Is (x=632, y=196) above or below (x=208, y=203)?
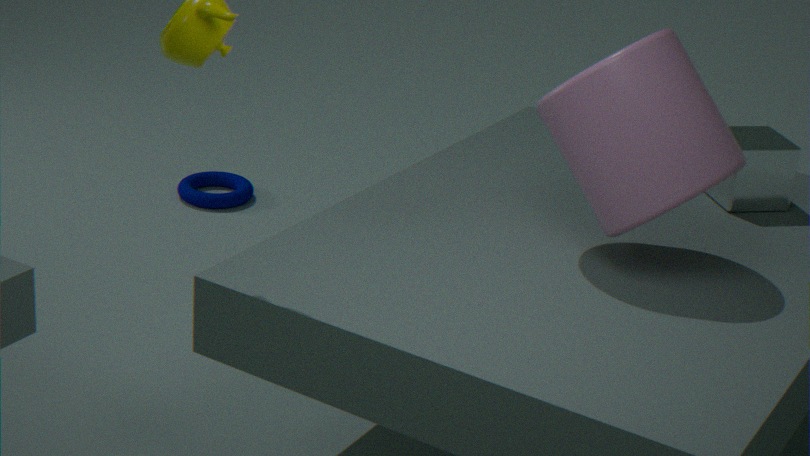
above
